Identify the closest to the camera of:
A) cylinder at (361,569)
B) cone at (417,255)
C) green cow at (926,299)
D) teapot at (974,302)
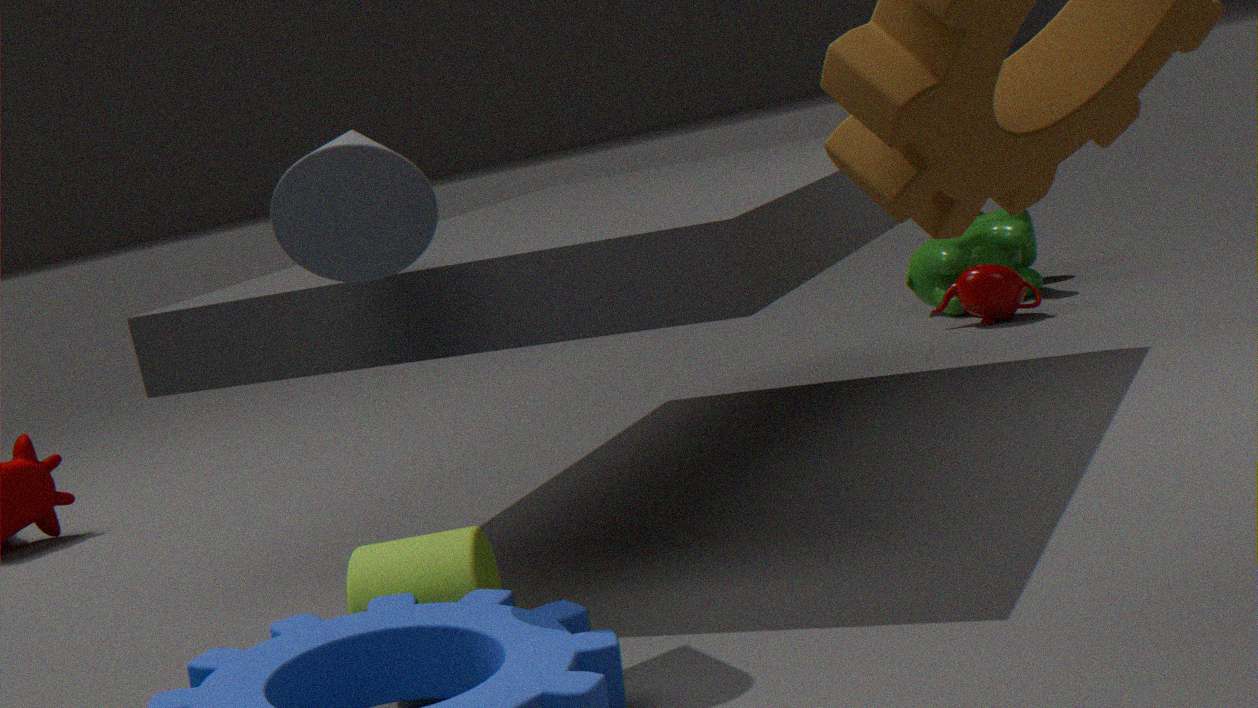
cone at (417,255)
